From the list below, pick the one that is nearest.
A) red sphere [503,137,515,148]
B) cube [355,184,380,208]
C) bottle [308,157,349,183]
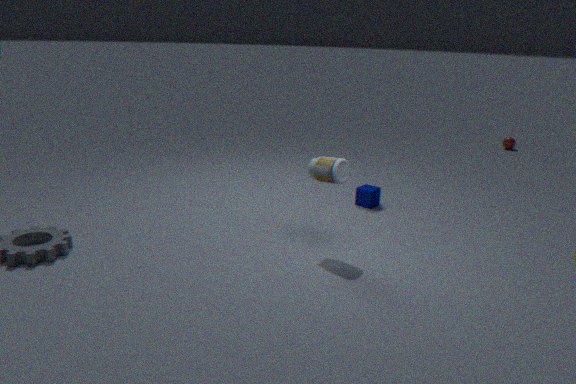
bottle [308,157,349,183]
